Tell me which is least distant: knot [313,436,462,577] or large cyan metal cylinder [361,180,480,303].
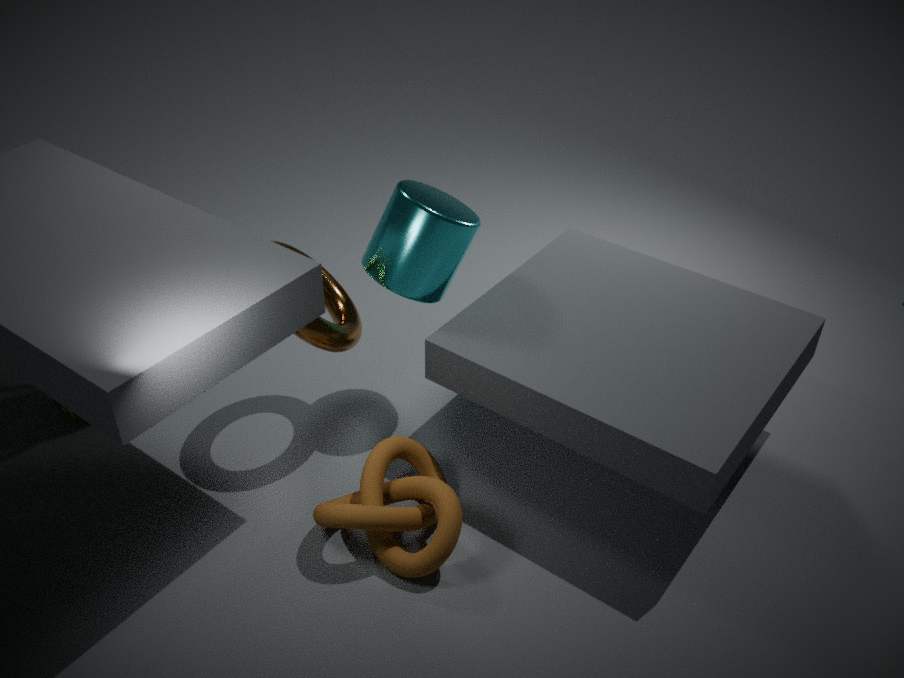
knot [313,436,462,577]
